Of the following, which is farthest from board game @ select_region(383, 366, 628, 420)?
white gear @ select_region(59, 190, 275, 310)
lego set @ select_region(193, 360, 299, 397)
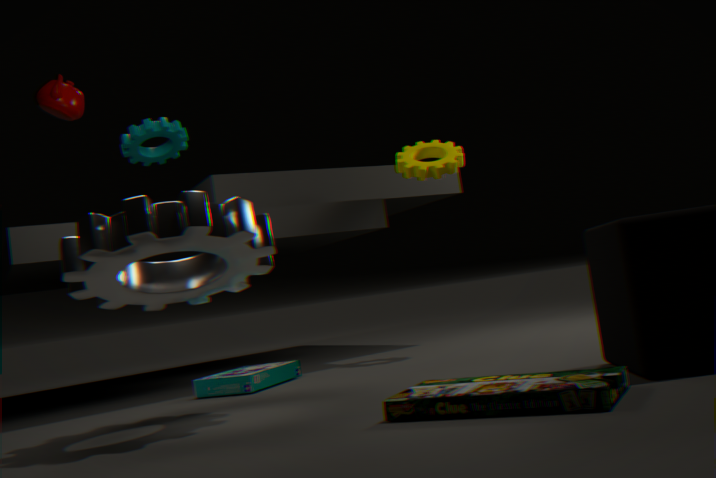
lego set @ select_region(193, 360, 299, 397)
